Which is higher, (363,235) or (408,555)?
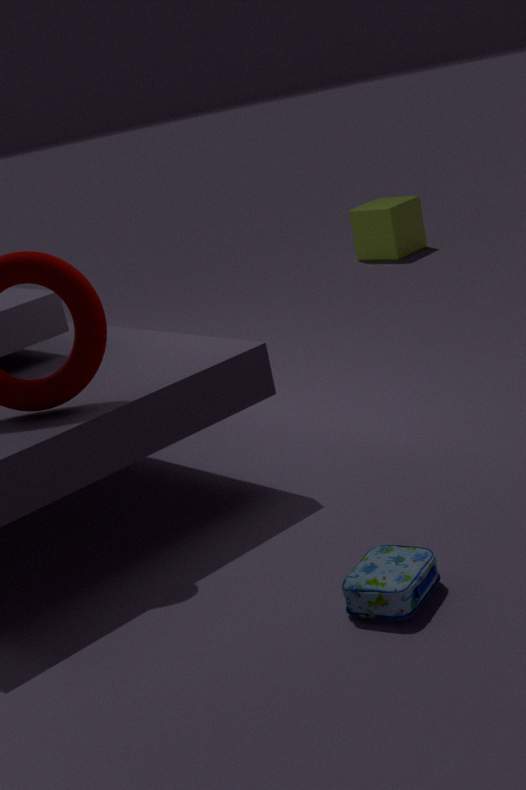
(363,235)
